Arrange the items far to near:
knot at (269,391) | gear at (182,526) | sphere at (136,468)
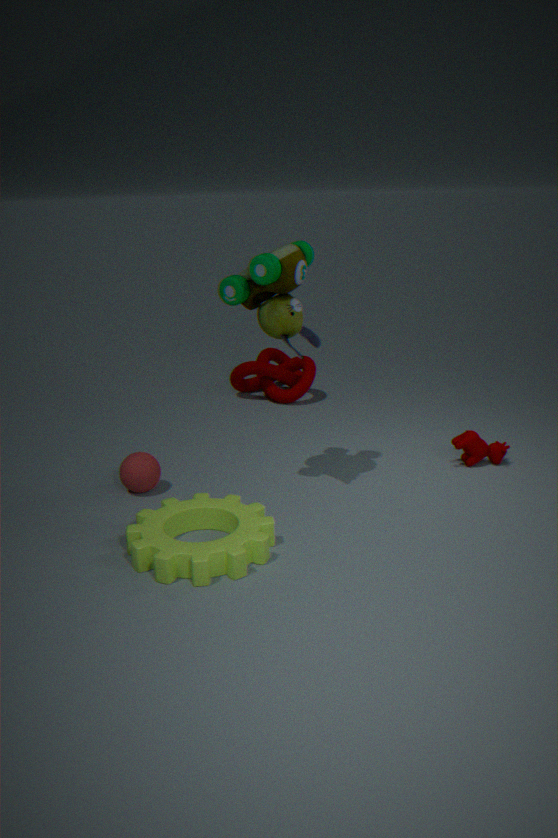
knot at (269,391) < sphere at (136,468) < gear at (182,526)
